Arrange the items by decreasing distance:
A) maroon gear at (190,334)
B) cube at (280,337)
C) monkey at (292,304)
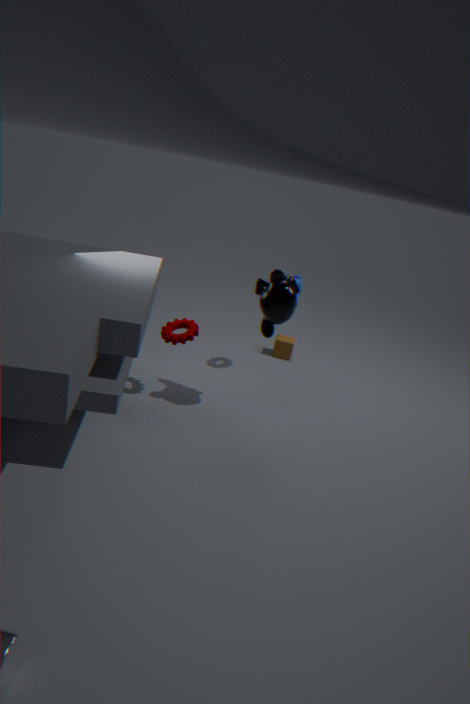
1. cube at (280,337)
2. maroon gear at (190,334)
3. monkey at (292,304)
